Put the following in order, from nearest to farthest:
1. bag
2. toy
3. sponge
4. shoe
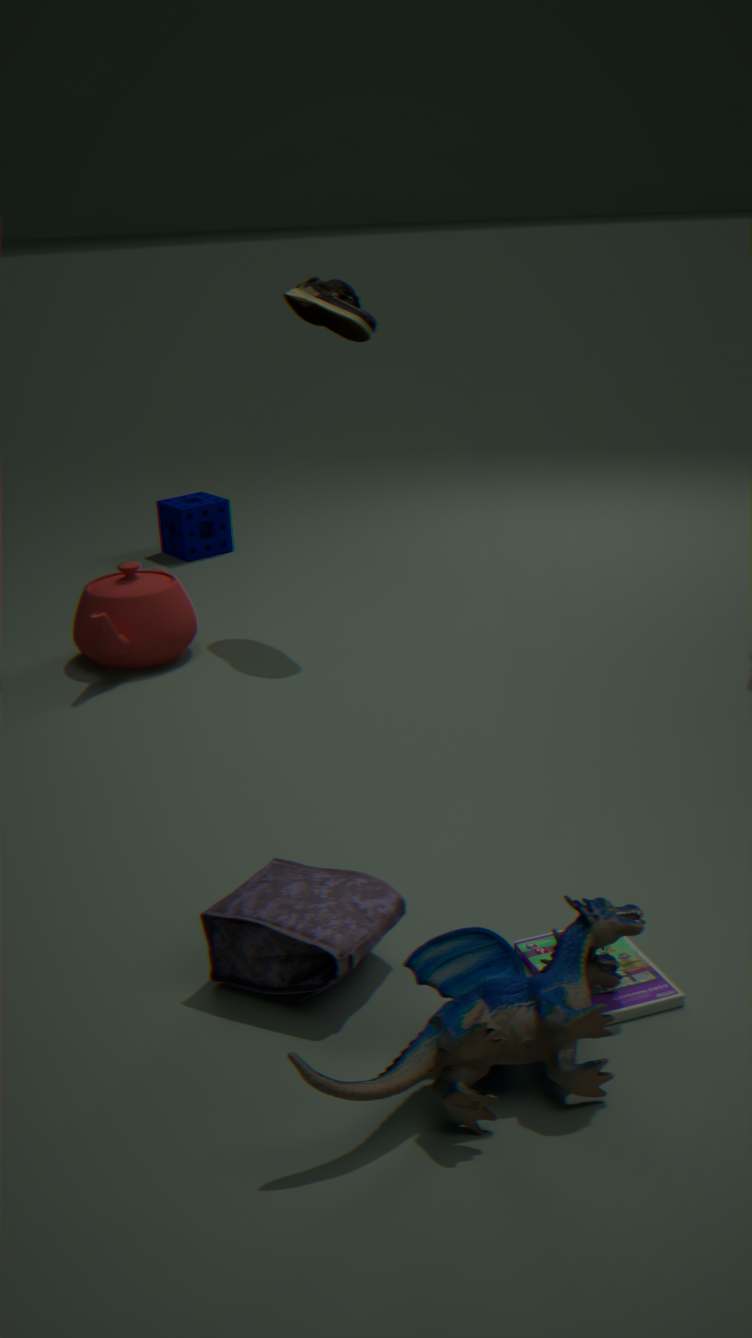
toy, bag, shoe, sponge
